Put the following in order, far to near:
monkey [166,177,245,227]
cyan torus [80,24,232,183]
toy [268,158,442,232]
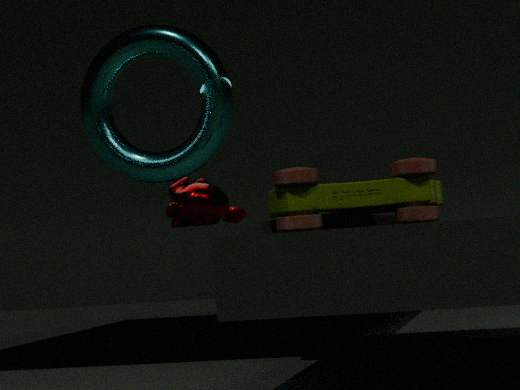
cyan torus [80,24,232,183]
monkey [166,177,245,227]
toy [268,158,442,232]
